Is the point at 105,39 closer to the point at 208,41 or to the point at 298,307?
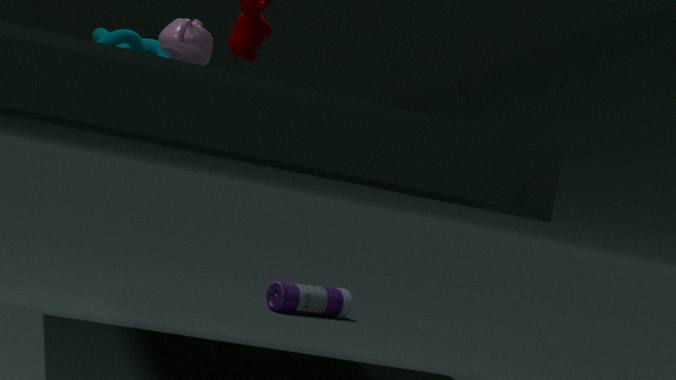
the point at 208,41
